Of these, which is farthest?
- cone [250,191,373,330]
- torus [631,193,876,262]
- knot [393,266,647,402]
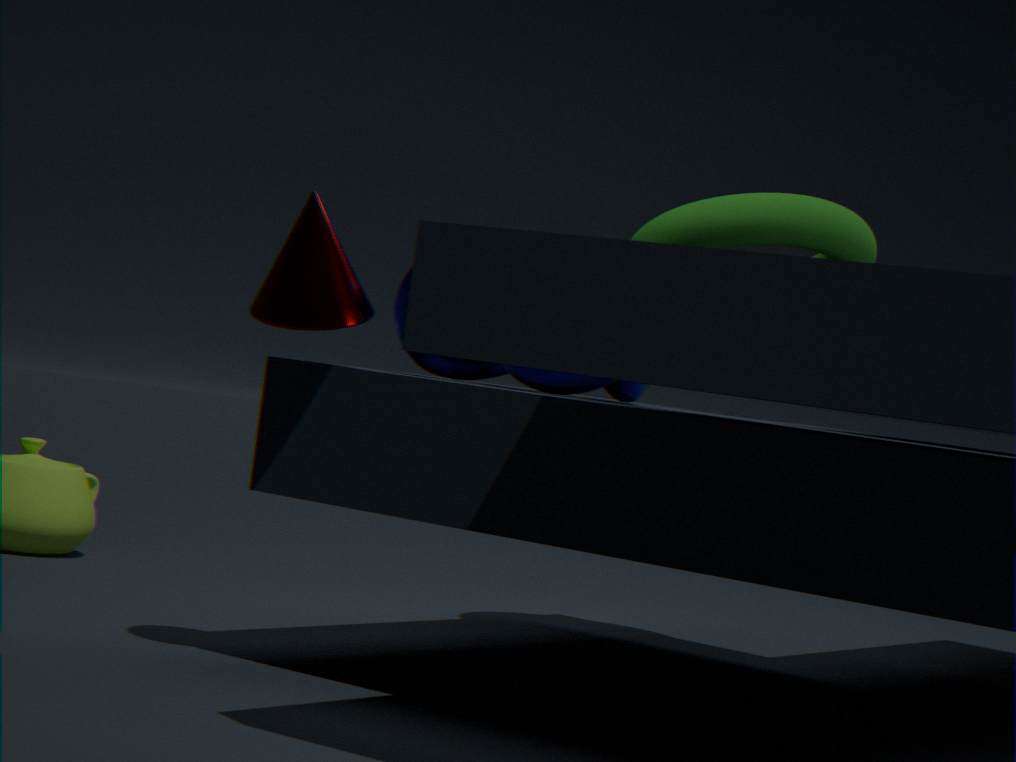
torus [631,193,876,262]
